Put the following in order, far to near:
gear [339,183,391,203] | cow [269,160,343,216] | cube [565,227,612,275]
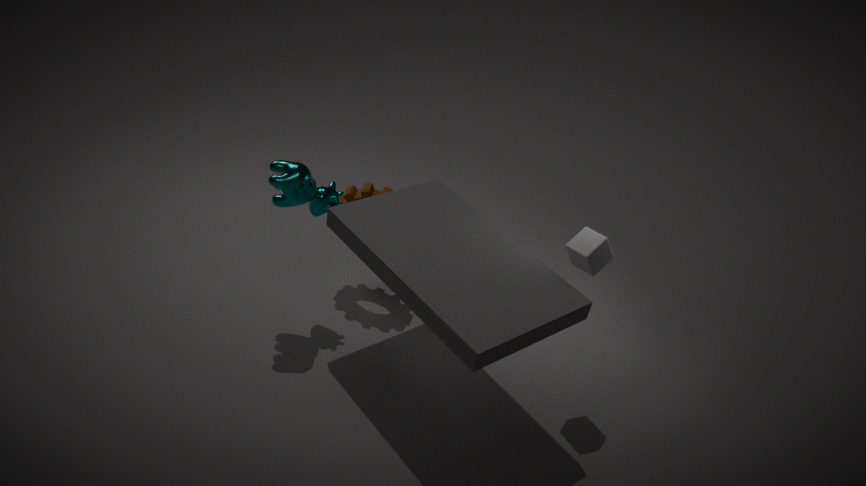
gear [339,183,391,203] < cow [269,160,343,216] < cube [565,227,612,275]
